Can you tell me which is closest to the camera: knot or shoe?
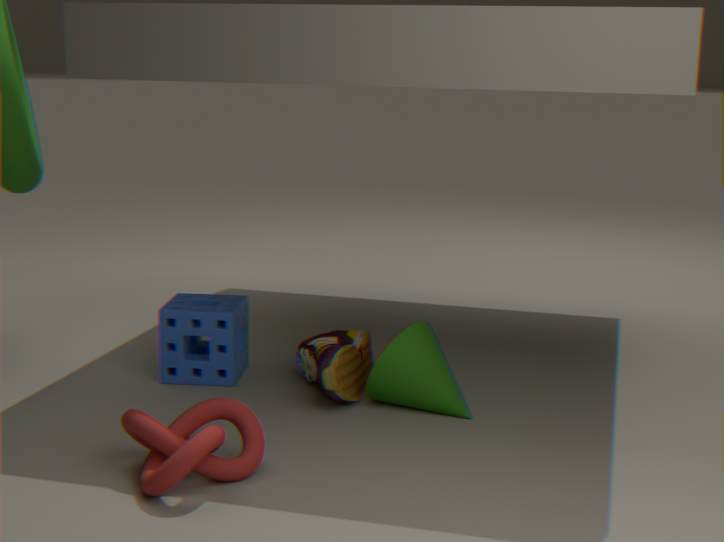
knot
